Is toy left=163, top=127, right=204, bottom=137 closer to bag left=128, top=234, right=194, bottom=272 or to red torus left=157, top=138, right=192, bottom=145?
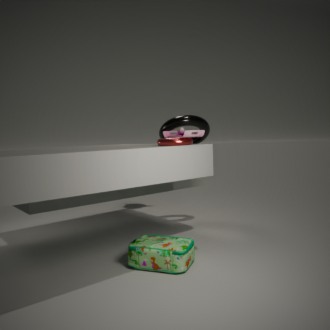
red torus left=157, top=138, right=192, bottom=145
